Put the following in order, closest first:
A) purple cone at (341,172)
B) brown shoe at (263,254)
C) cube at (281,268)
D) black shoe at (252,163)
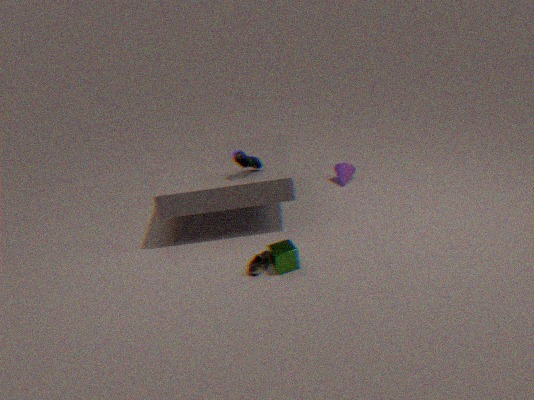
cube at (281,268)
brown shoe at (263,254)
black shoe at (252,163)
purple cone at (341,172)
